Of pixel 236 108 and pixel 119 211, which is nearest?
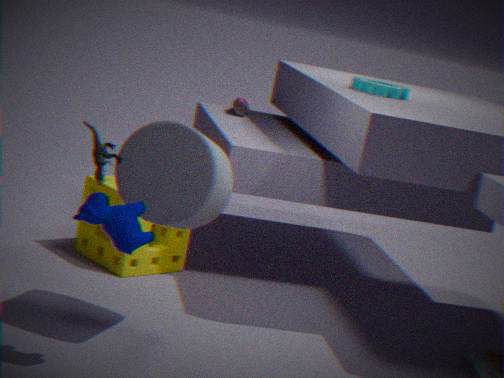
pixel 119 211
